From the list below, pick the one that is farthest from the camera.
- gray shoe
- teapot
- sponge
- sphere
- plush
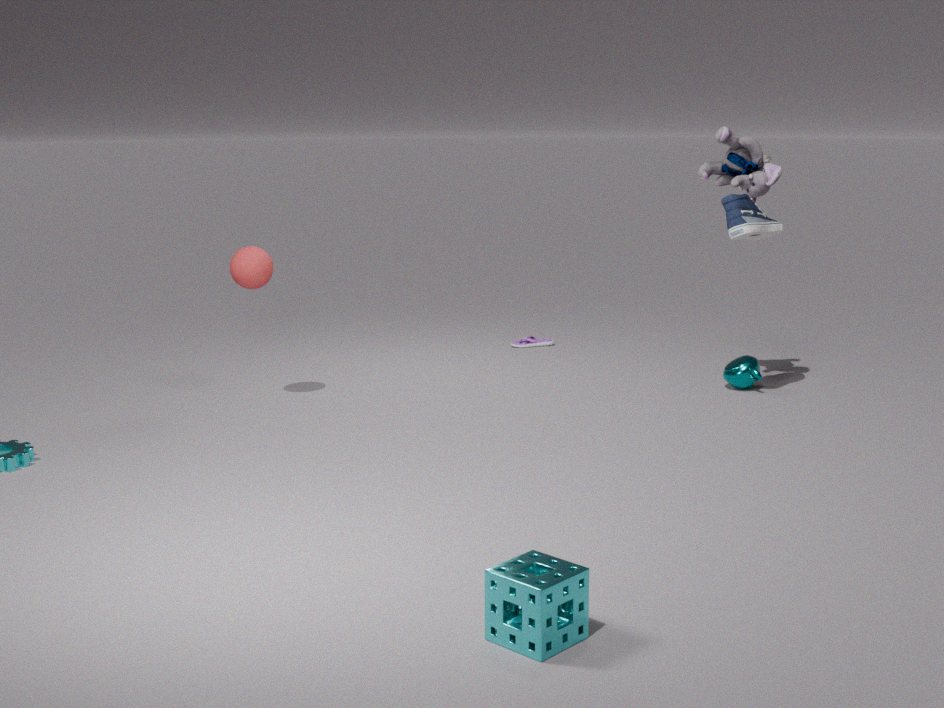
teapot
